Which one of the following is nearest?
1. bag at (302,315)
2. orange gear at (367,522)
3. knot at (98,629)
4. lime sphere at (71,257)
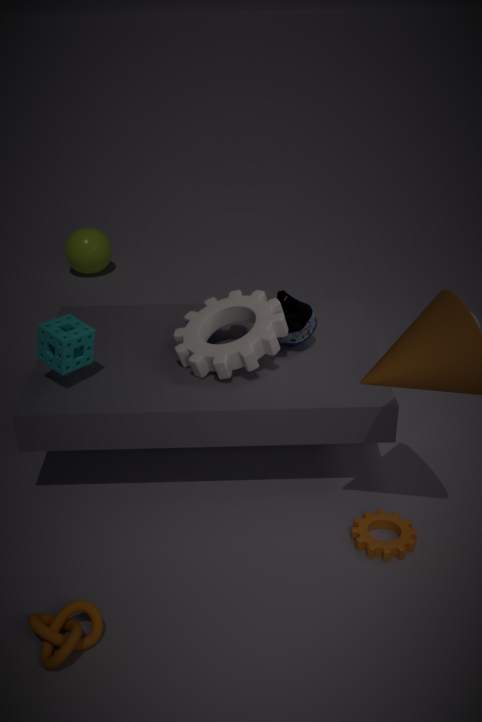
knot at (98,629)
